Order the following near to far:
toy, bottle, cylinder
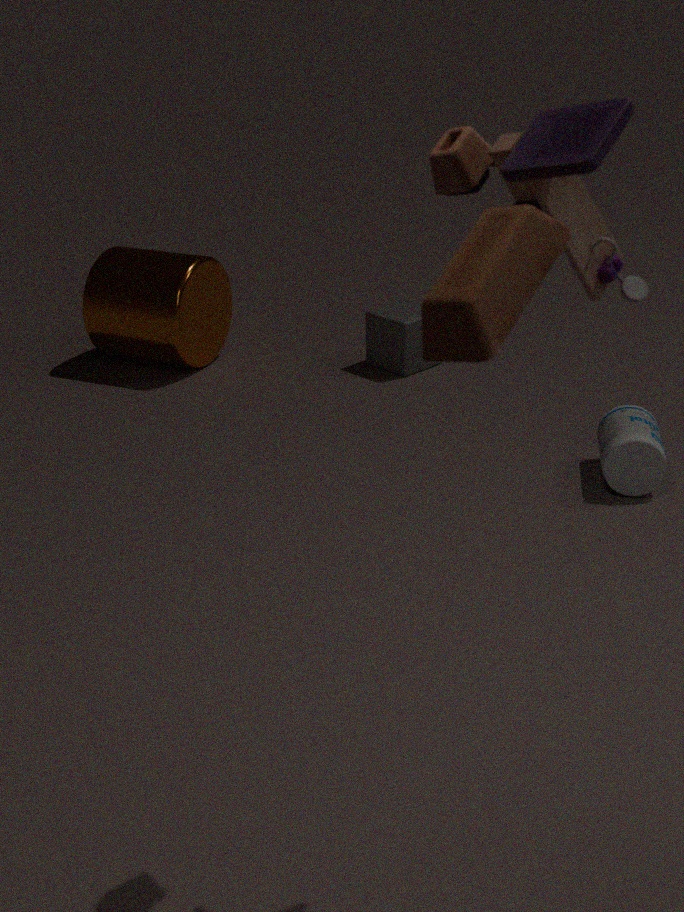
toy → bottle → cylinder
